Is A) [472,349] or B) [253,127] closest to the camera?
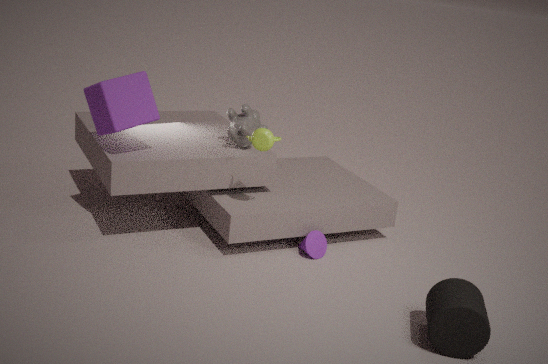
A. [472,349]
